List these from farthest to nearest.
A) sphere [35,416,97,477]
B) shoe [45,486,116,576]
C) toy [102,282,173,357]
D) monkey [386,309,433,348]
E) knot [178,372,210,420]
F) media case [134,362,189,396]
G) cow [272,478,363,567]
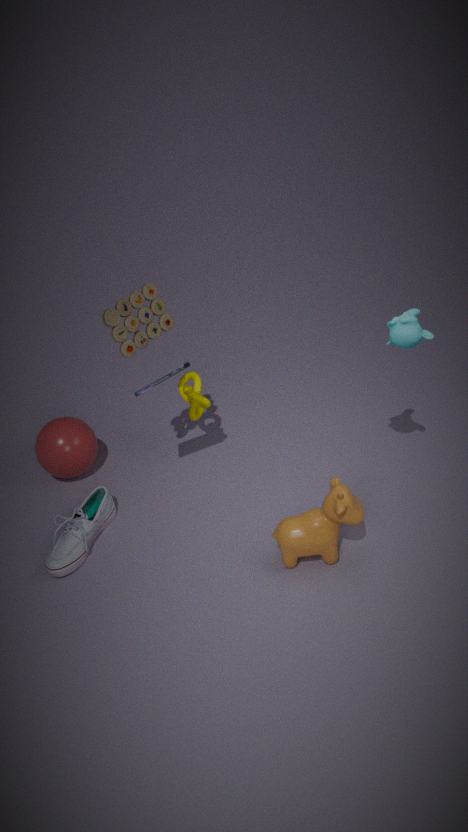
Result: sphere [35,416,97,477]
knot [178,372,210,420]
shoe [45,486,116,576]
media case [134,362,189,396]
toy [102,282,173,357]
cow [272,478,363,567]
monkey [386,309,433,348]
